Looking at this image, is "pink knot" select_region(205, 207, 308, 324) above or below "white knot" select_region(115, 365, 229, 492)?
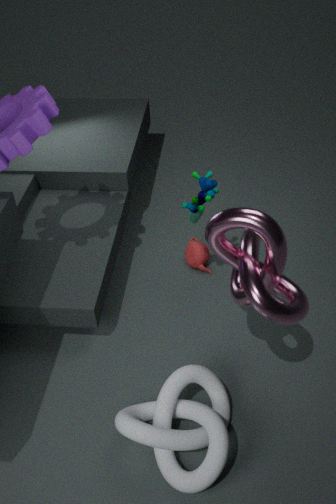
above
